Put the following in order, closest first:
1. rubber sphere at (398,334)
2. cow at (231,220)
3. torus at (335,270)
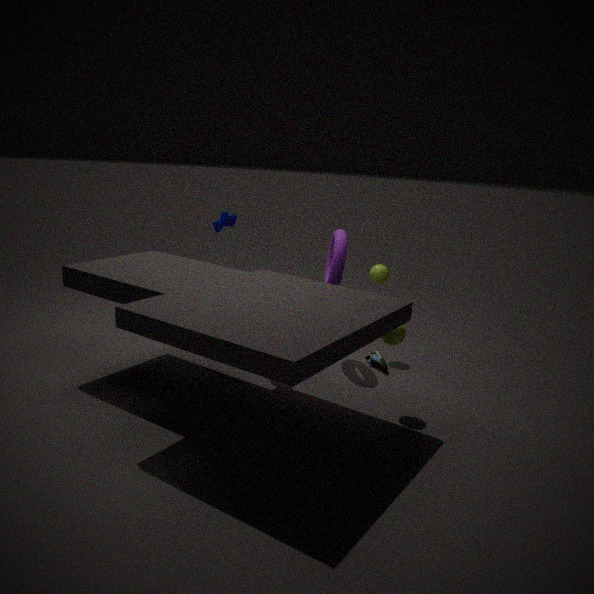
1. rubber sphere at (398,334)
2. torus at (335,270)
3. cow at (231,220)
